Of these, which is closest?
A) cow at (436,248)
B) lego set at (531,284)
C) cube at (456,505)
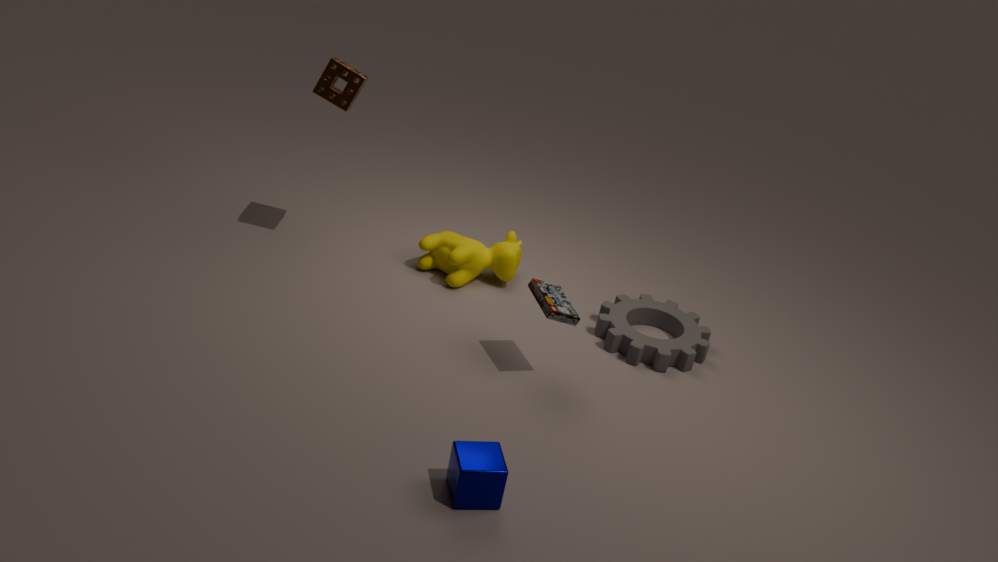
cube at (456,505)
